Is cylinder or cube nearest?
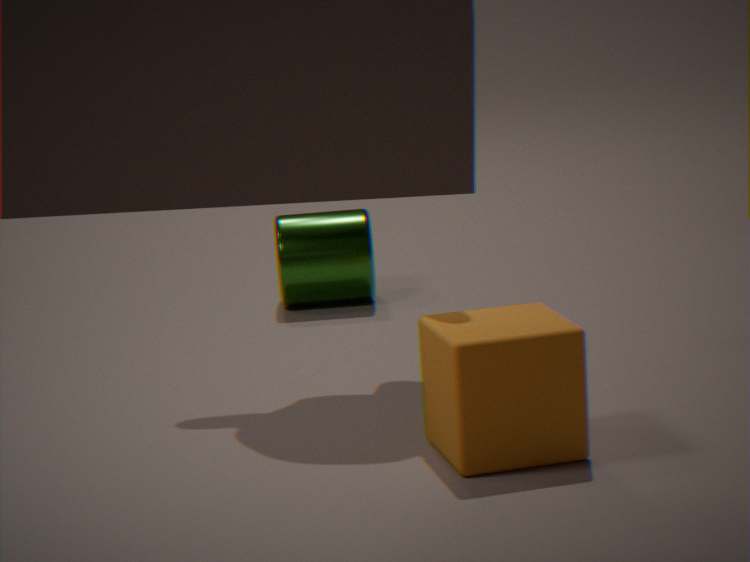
cube
